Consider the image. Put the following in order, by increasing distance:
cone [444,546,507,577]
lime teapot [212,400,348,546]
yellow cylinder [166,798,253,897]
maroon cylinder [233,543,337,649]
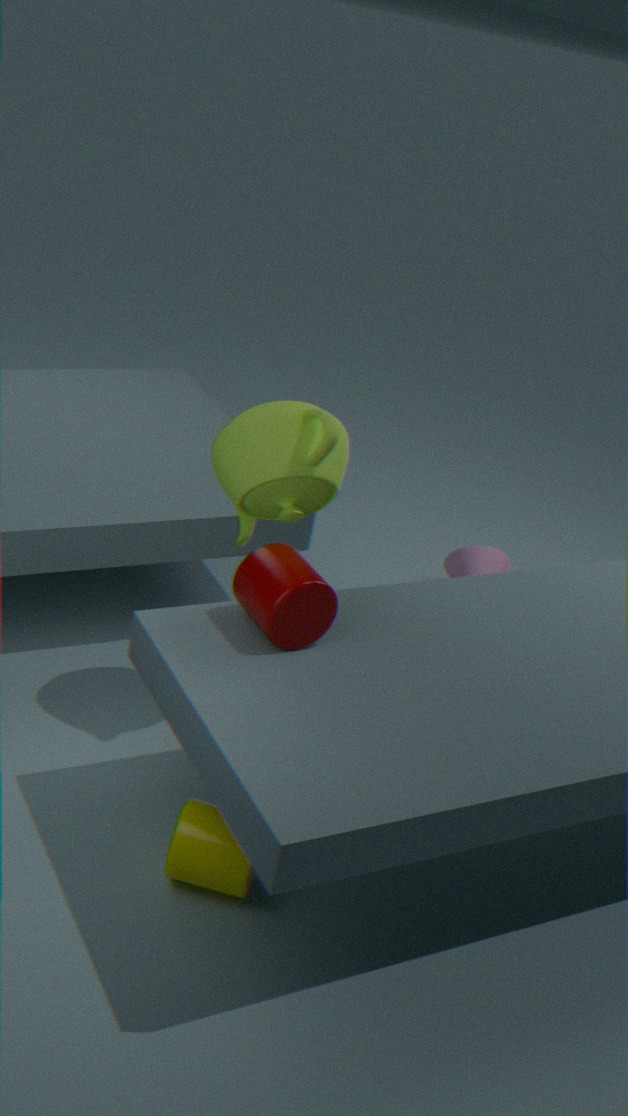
yellow cylinder [166,798,253,897], maroon cylinder [233,543,337,649], lime teapot [212,400,348,546], cone [444,546,507,577]
